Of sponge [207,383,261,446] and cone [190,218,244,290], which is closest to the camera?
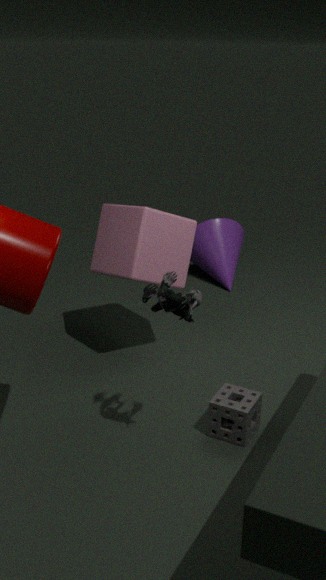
sponge [207,383,261,446]
